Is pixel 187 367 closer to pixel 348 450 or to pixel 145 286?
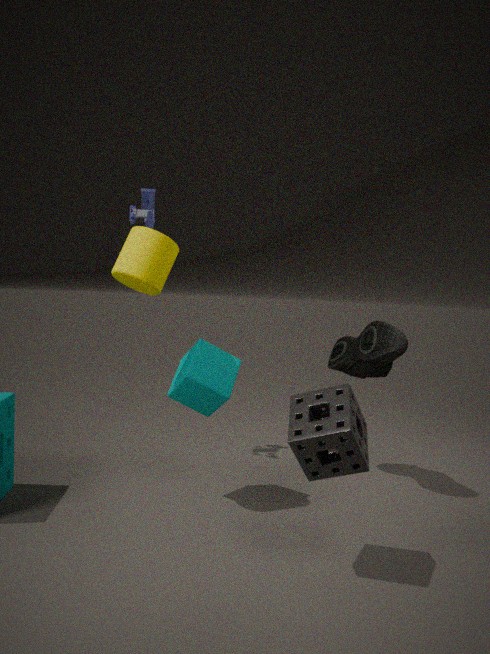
pixel 145 286
